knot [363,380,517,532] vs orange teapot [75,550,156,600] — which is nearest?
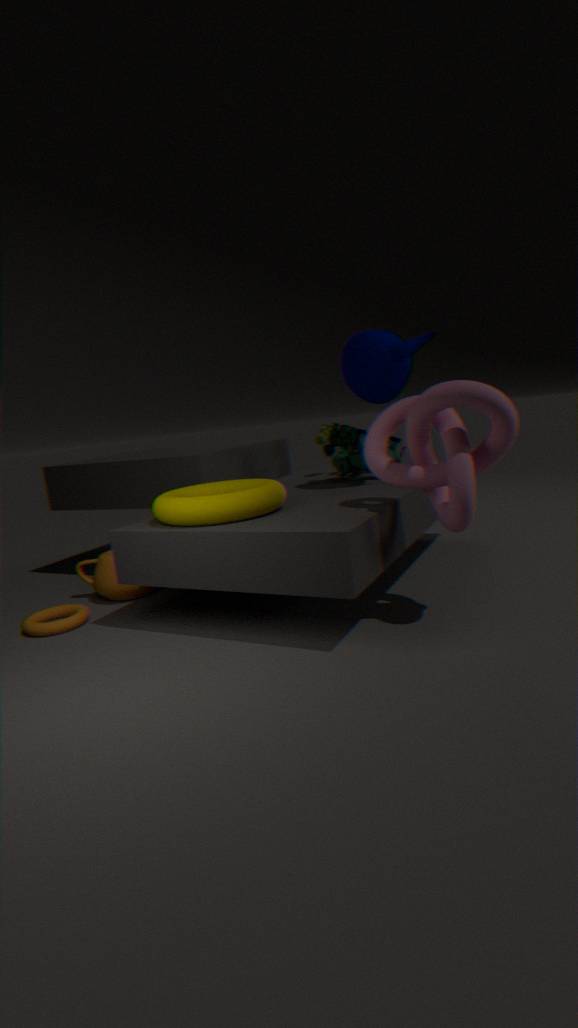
knot [363,380,517,532]
